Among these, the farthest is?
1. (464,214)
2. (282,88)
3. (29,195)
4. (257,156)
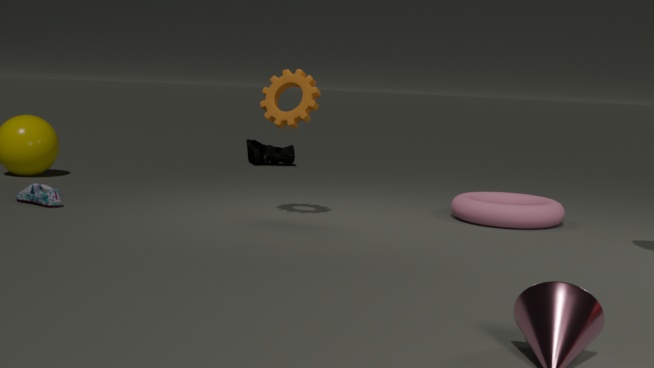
(257,156)
